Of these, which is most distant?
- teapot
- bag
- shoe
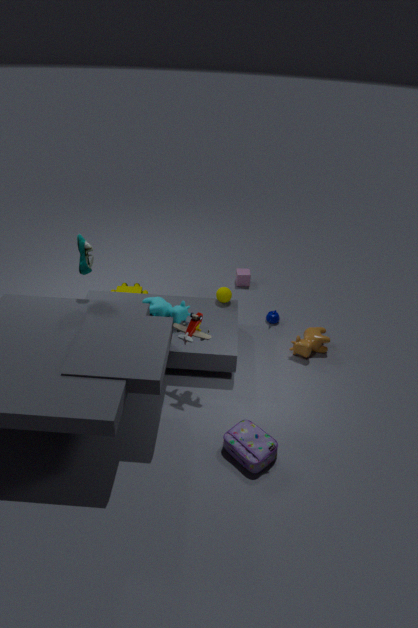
teapot
